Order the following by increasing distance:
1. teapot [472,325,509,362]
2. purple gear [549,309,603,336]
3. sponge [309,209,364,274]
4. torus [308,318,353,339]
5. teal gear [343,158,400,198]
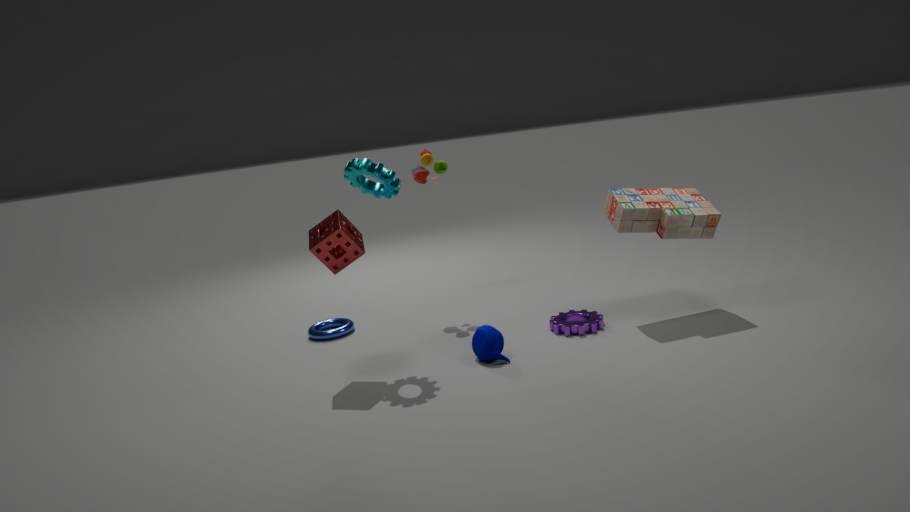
sponge [309,209,364,274] → teal gear [343,158,400,198] → teapot [472,325,509,362] → purple gear [549,309,603,336] → torus [308,318,353,339]
